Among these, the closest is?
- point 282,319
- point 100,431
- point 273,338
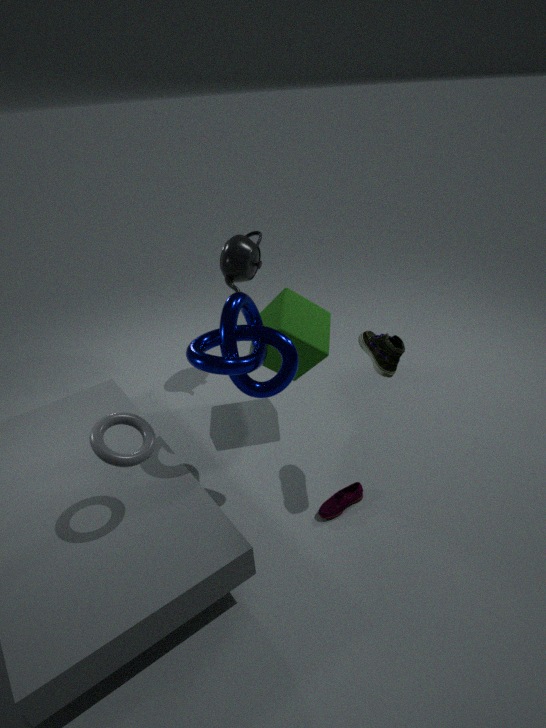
point 100,431
